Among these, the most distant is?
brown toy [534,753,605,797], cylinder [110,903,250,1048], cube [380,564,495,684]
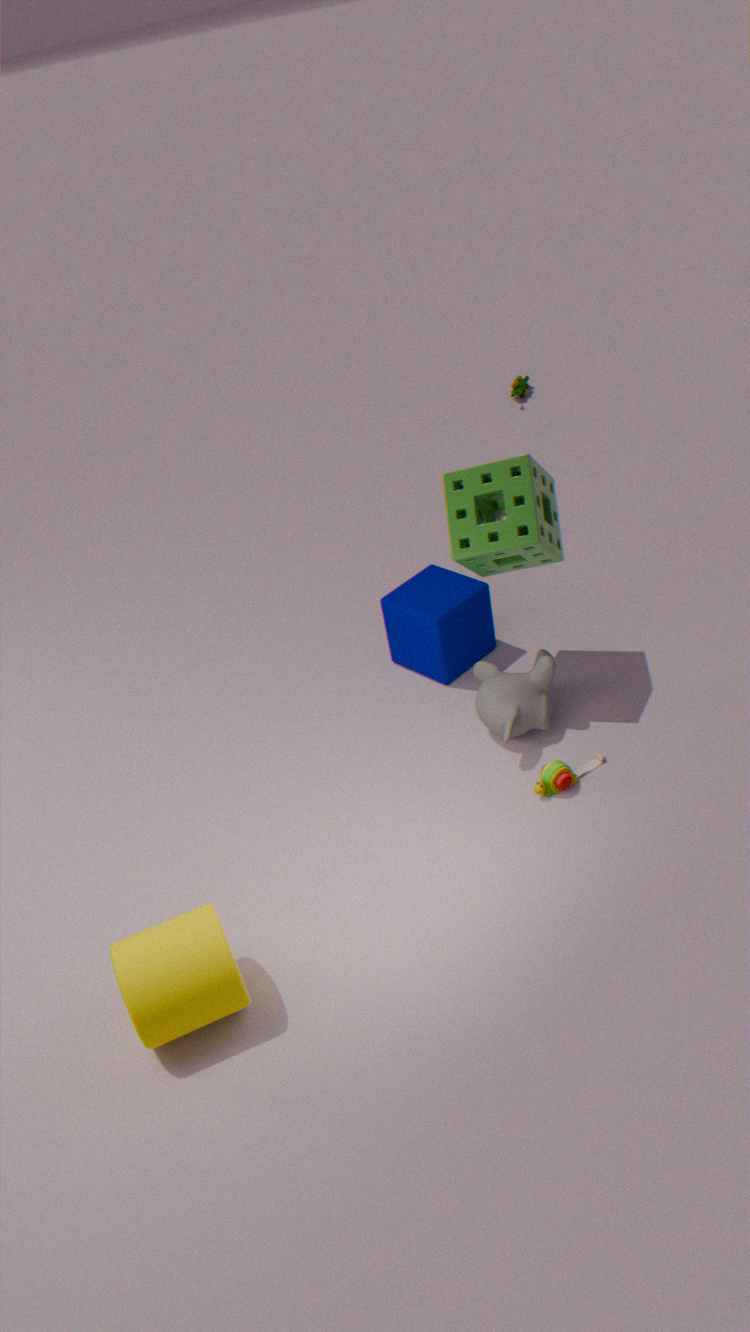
cube [380,564,495,684]
